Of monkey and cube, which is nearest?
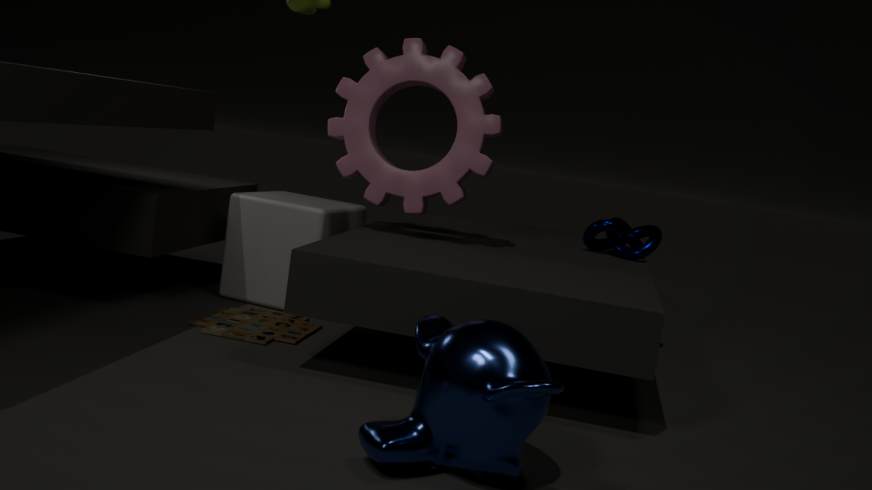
monkey
